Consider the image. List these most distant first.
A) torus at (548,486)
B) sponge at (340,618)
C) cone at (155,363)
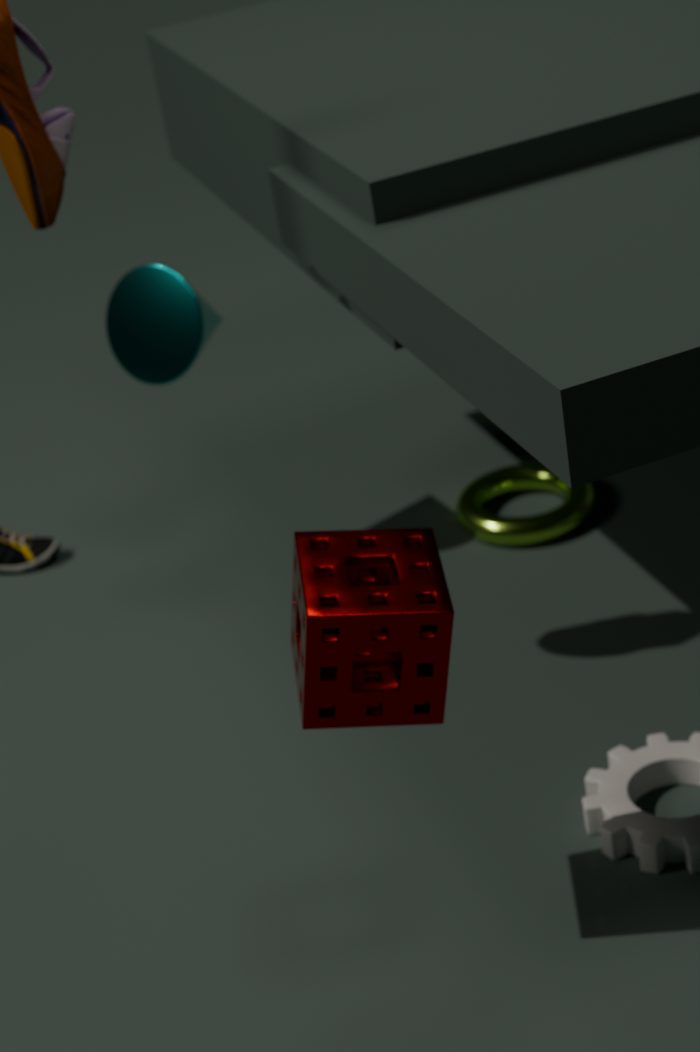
1. torus at (548,486)
2. cone at (155,363)
3. sponge at (340,618)
